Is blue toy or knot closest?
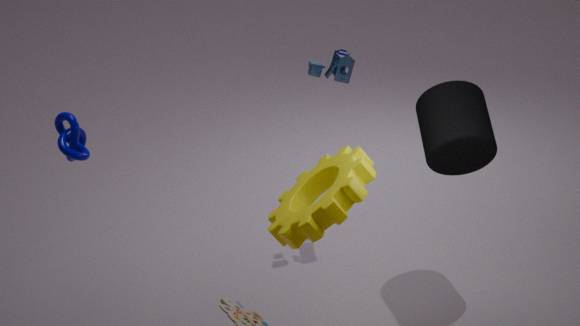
knot
